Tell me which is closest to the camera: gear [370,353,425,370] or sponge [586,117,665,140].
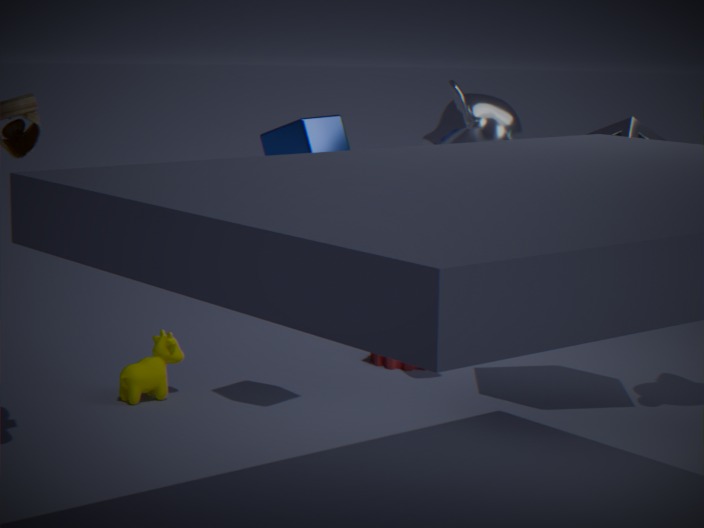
sponge [586,117,665,140]
